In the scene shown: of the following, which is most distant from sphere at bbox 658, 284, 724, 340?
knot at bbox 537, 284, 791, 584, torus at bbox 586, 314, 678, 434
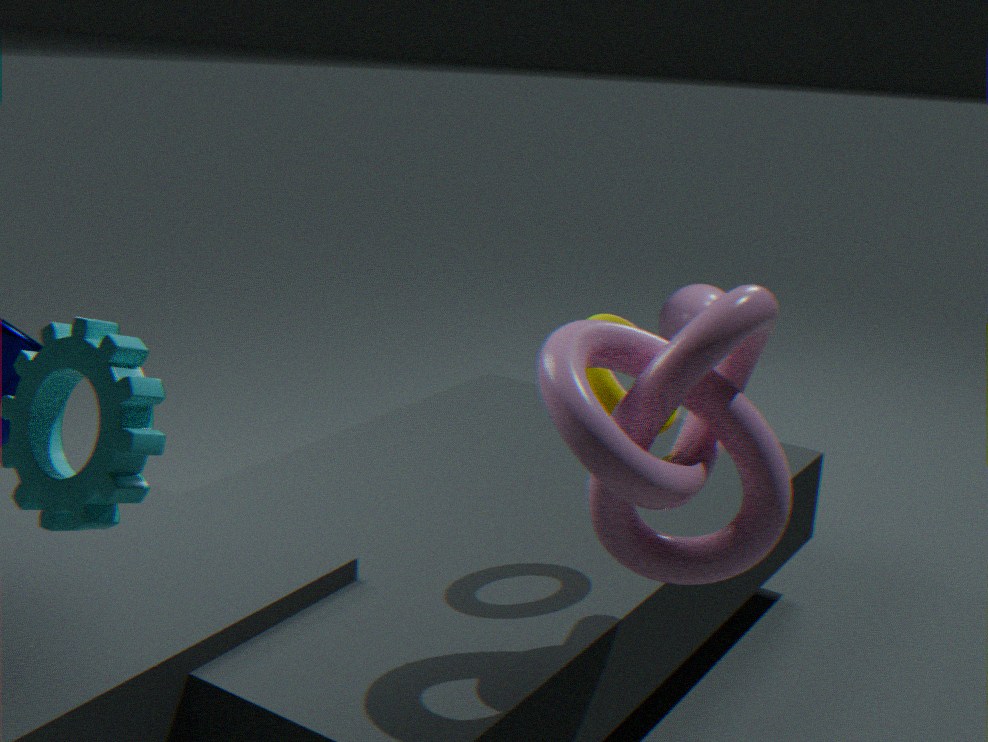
knot at bbox 537, 284, 791, 584
